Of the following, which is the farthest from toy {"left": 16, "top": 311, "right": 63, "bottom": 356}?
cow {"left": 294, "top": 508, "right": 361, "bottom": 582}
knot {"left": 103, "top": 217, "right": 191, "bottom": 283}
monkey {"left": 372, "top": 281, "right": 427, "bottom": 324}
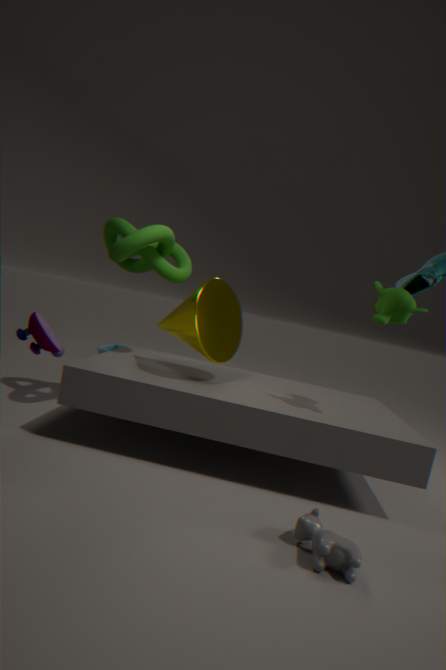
monkey {"left": 372, "top": 281, "right": 427, "bottom": 324}
